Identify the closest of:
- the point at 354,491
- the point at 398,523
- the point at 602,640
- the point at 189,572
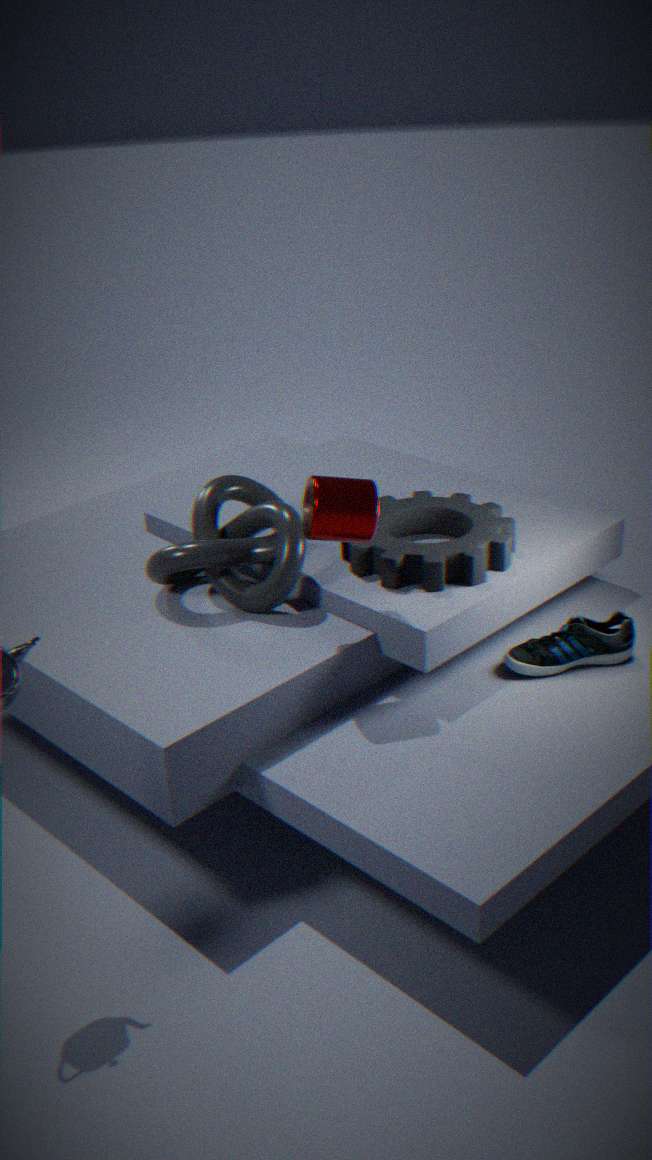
the point at 354,491
